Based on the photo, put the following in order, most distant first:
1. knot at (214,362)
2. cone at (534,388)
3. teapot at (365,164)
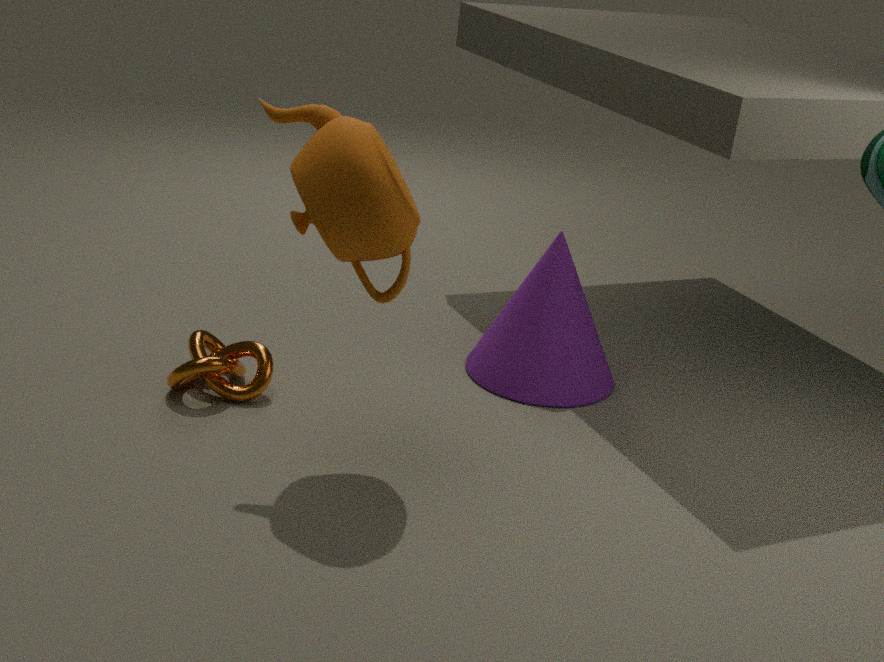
1. cone at (534,388)
2. knot at (214,362)
3. teapot at (365,164)
